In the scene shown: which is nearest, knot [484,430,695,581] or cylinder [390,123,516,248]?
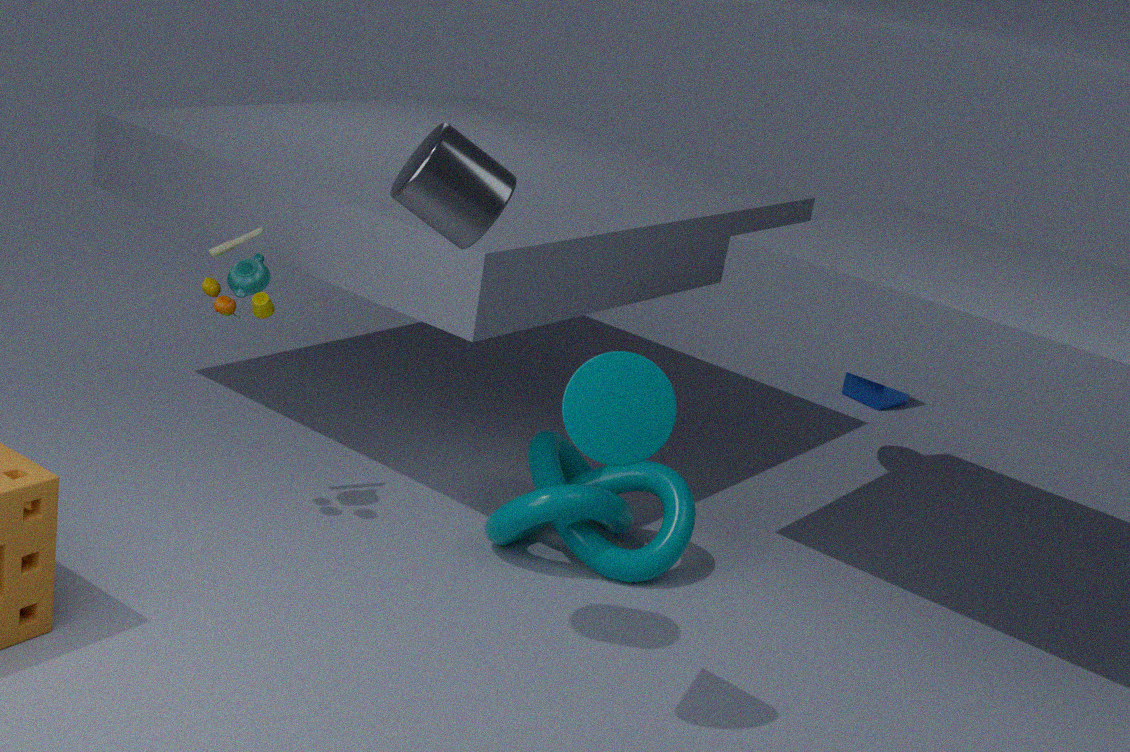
cylinder [390,123,516,248]
